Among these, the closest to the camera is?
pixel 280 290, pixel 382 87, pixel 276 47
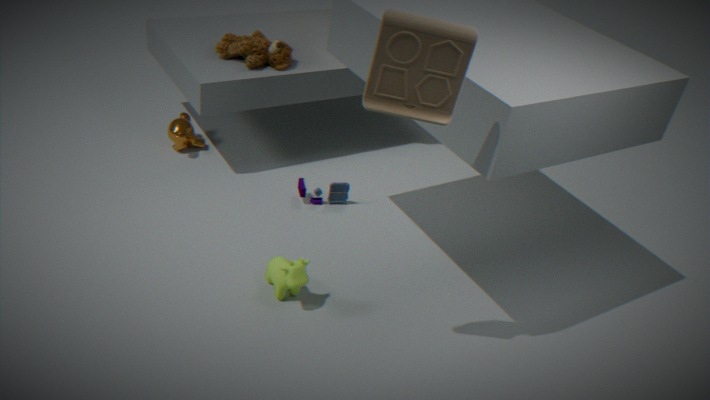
pixel 382 87
